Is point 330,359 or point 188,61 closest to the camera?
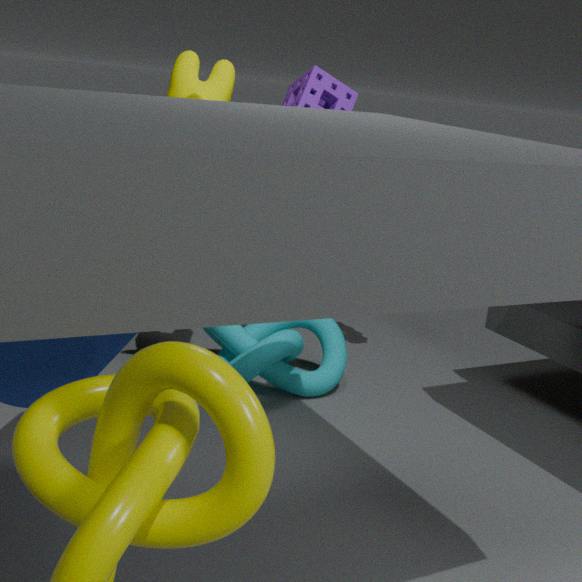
point 188,61
